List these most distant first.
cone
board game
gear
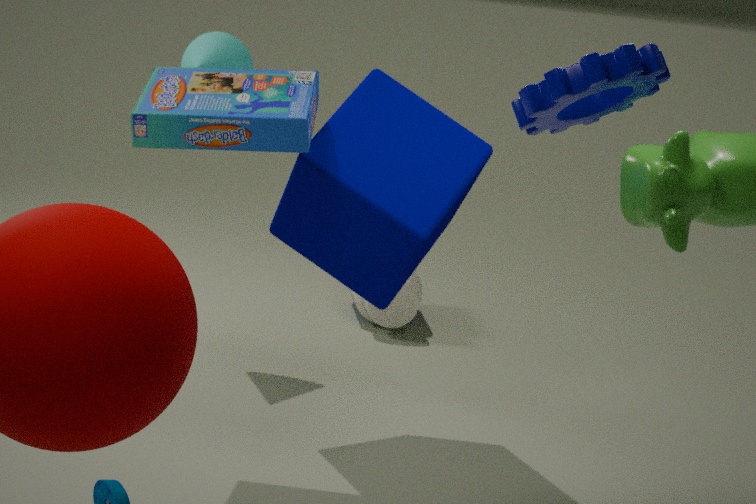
cone, board game, gear
